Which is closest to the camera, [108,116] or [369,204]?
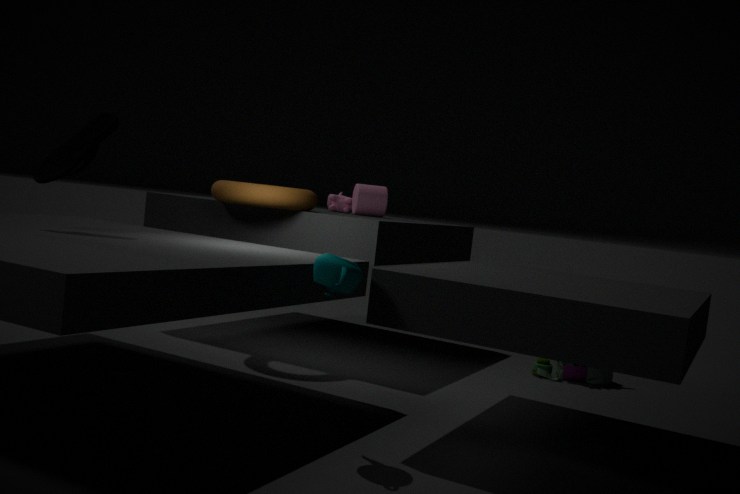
[108,116]
